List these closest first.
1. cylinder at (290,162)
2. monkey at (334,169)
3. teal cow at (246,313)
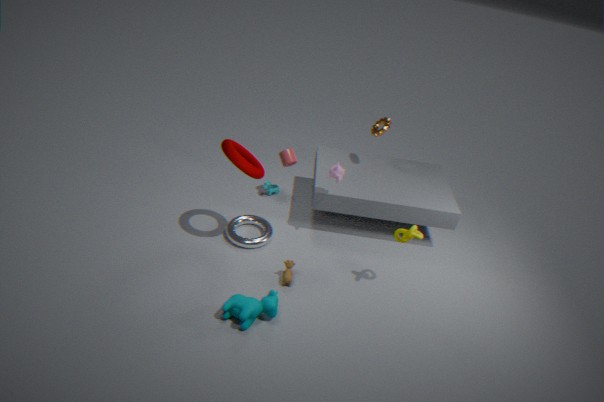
1. teal cow at (246,313)
2. monkey at (334,169)
3. cylinder at (290,162)
